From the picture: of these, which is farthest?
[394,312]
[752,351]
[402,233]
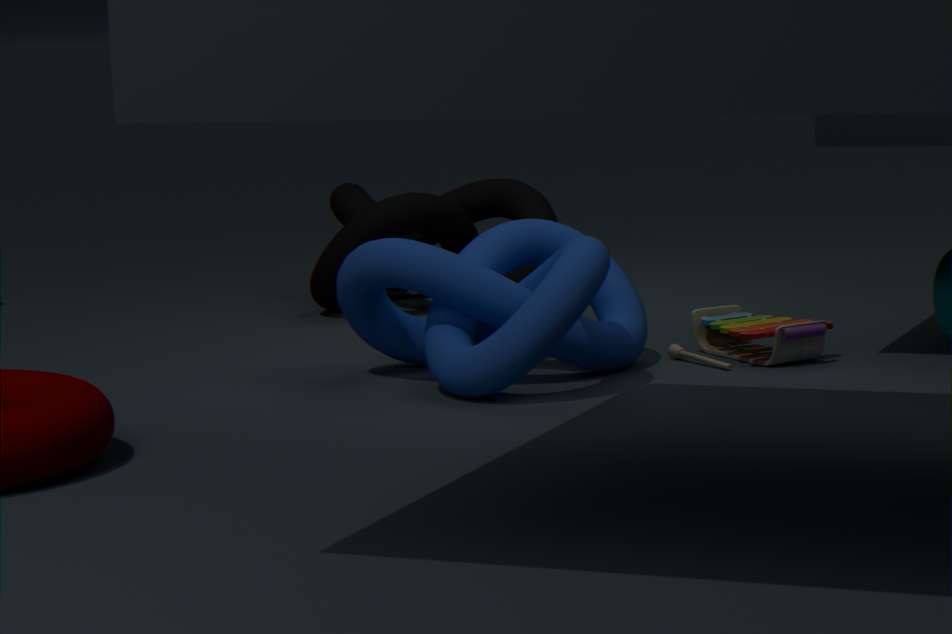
[402,233]
